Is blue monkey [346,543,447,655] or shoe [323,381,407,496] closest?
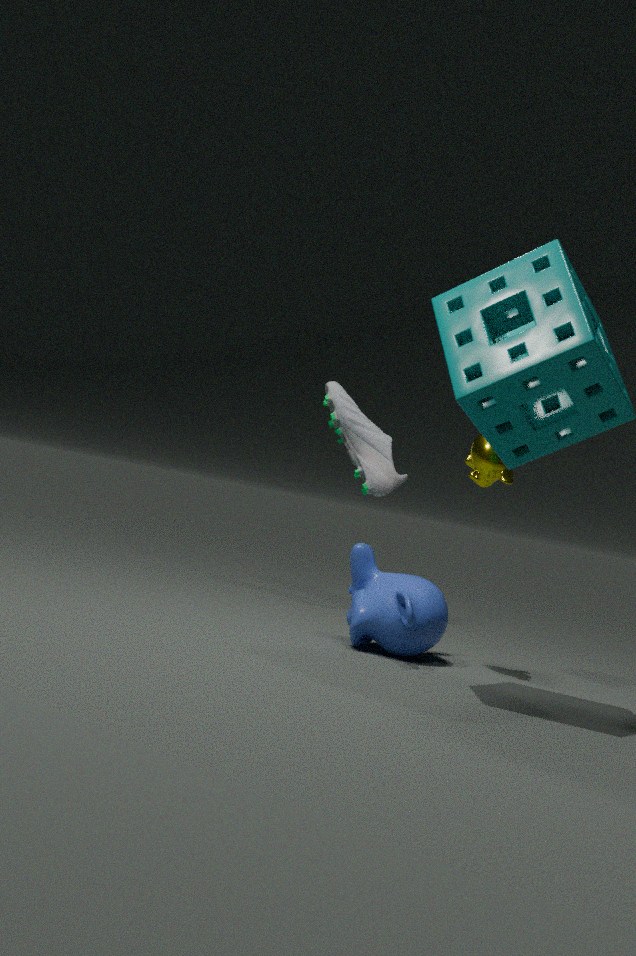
blue monkey [346,543,447,655]
